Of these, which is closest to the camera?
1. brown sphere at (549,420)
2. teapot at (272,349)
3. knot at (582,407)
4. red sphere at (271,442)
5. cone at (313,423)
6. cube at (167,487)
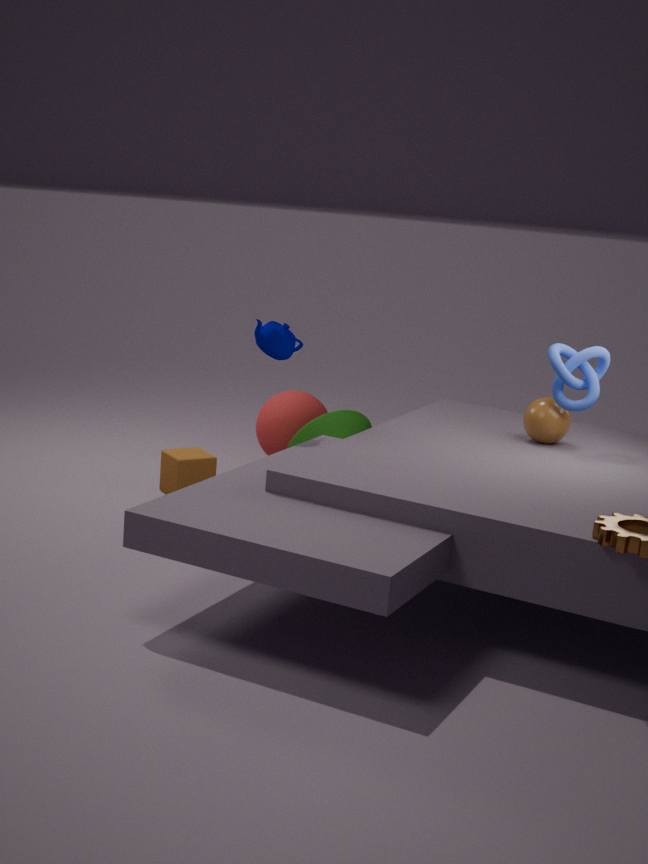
knot at (582,407)
